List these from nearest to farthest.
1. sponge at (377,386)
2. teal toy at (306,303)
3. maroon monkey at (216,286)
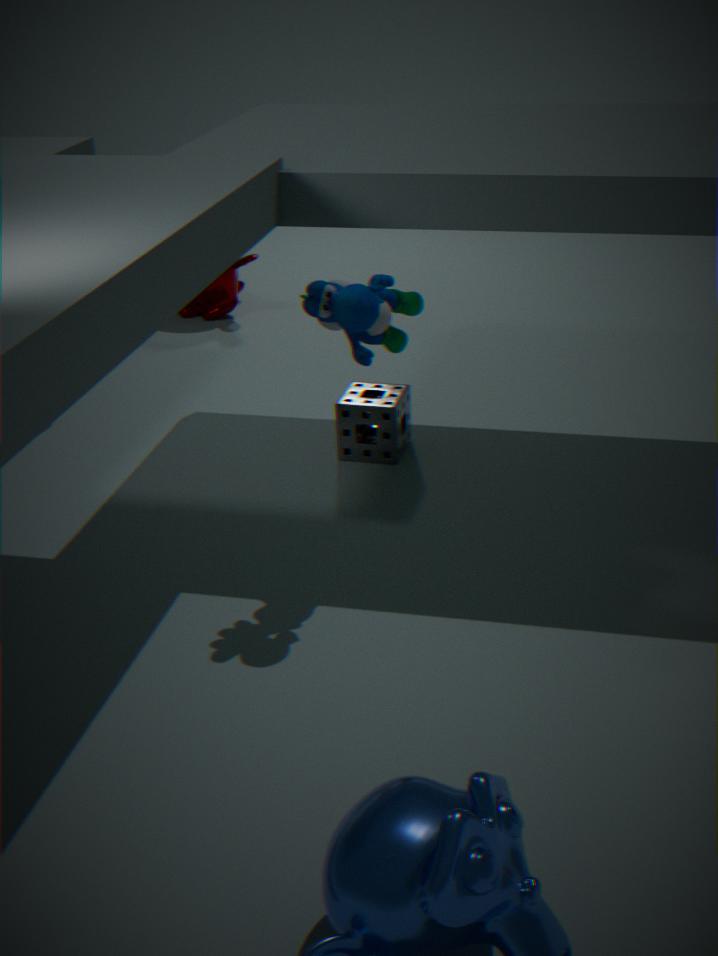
teal toy at (306,303), sponge at (377,386), maroon monkey at (216,286)
